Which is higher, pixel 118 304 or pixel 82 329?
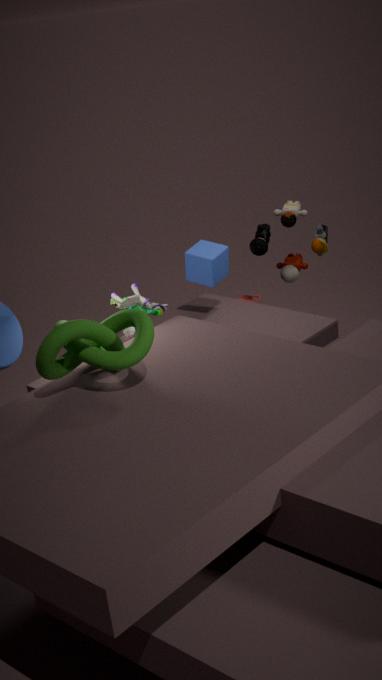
pixel 82 329
